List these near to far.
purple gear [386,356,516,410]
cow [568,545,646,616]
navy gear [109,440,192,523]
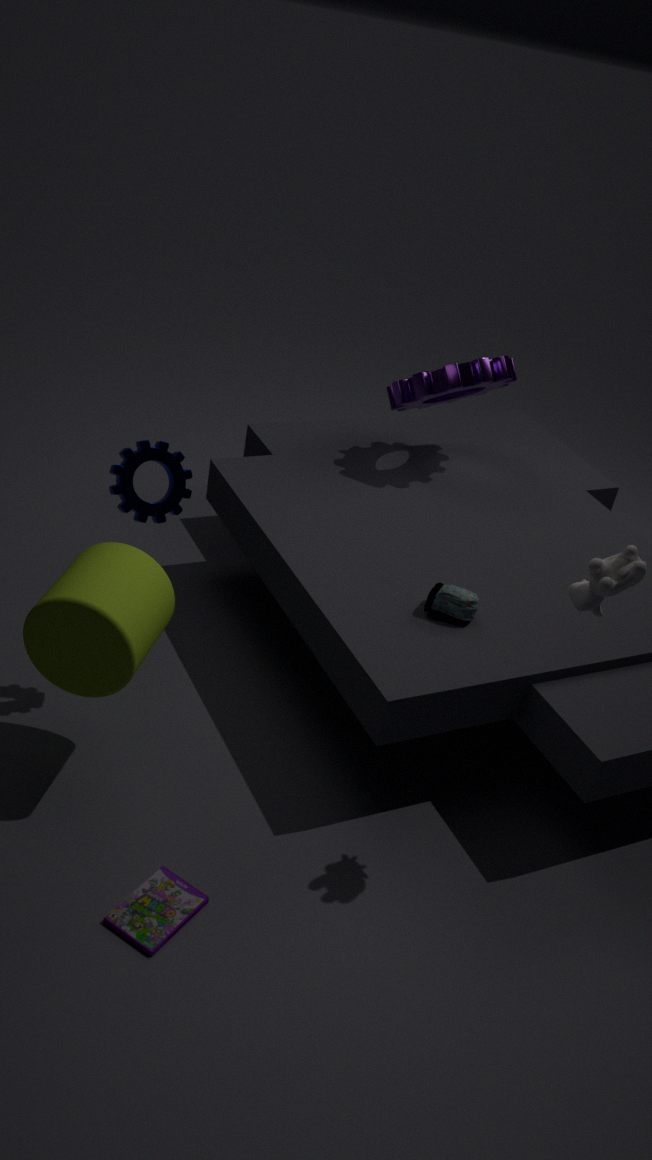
cow [568,545,646,616] < navy gear [109,440,192,523] < purple gear [386,356,516,410]
